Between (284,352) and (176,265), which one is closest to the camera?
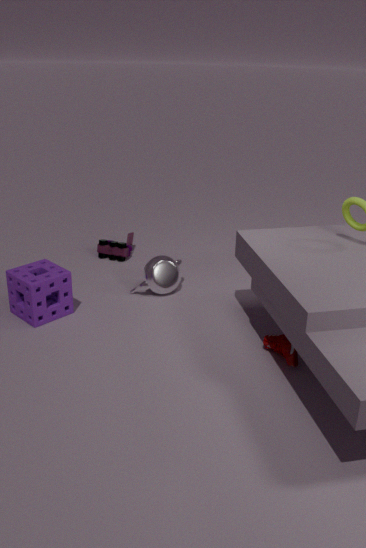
(284,352)
